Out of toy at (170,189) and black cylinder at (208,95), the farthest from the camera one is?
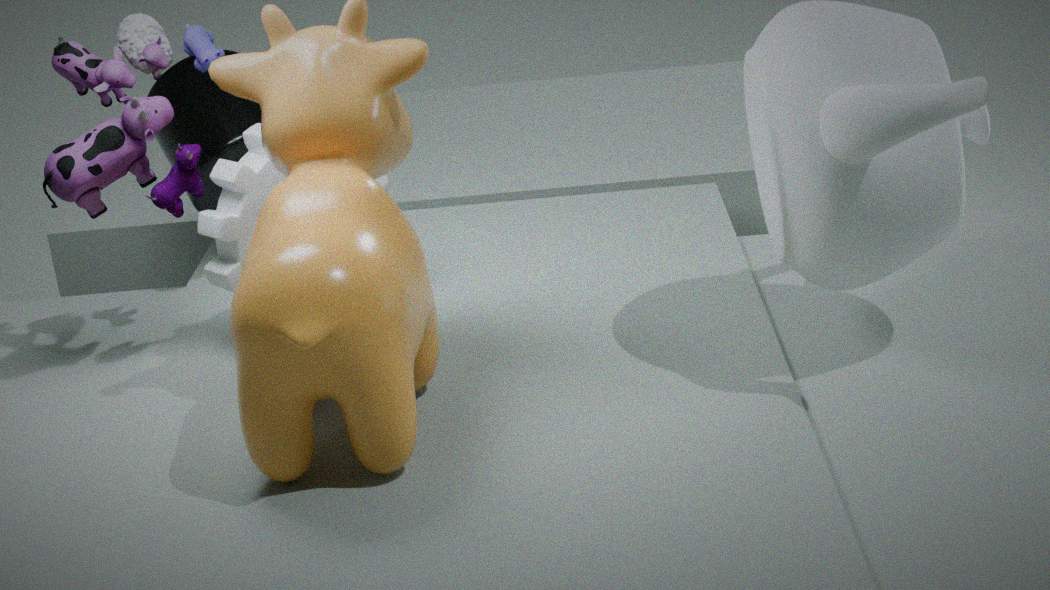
black cylinder at (208,95)
